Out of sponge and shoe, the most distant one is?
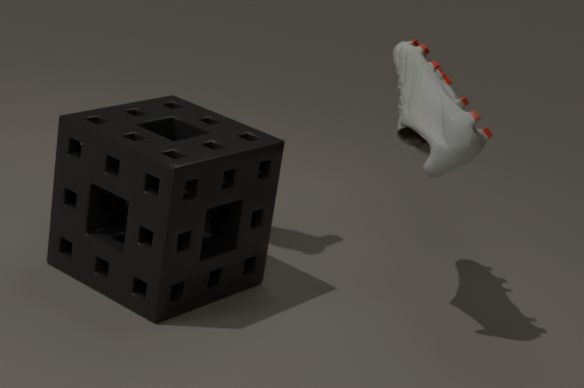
shoe
